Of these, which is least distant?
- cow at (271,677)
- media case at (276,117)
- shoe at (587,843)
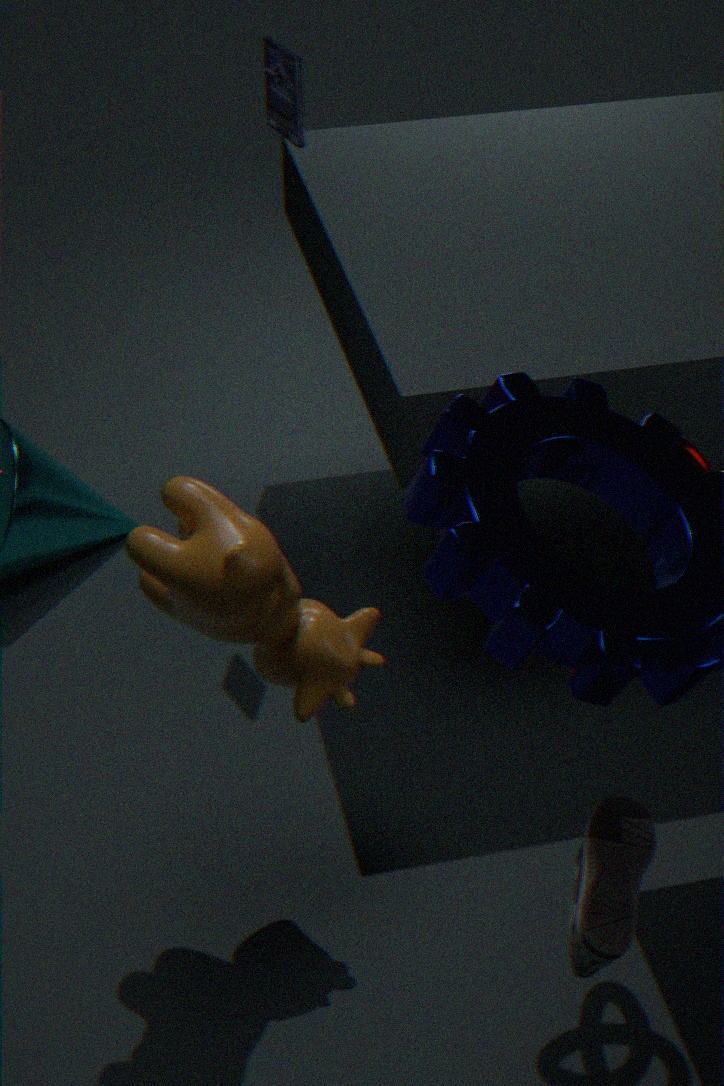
shoe at (587,843)
